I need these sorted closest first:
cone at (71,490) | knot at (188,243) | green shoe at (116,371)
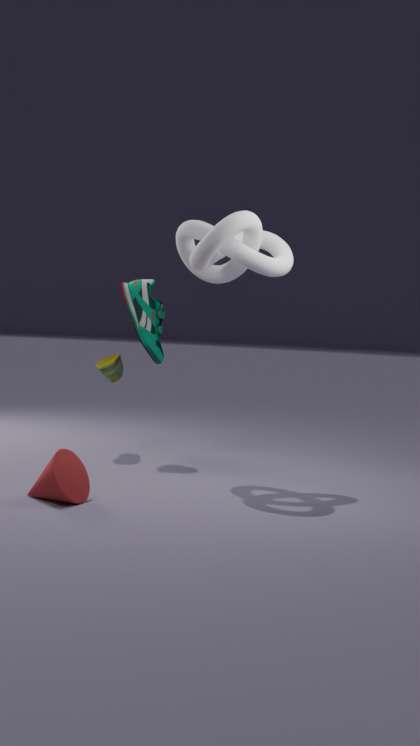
cone at (71,490)
knot at (188,243)
green shoe at (116,371)
